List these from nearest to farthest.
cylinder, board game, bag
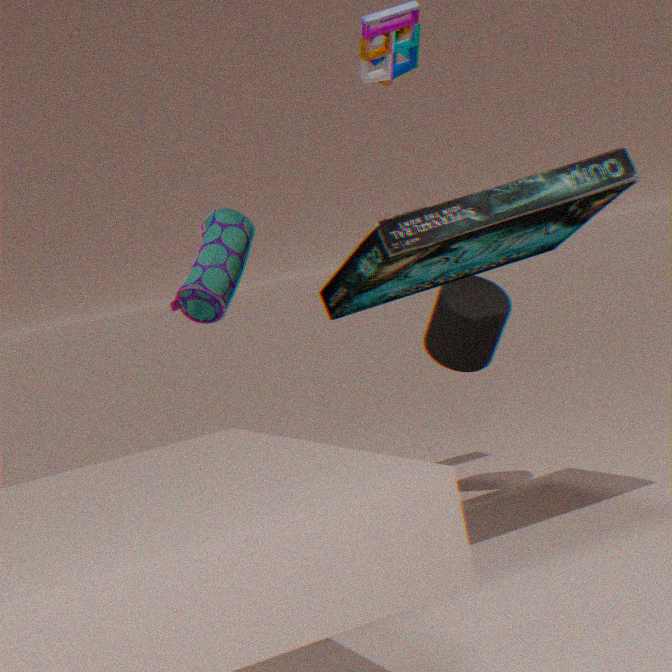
board game, bag, cylinder
